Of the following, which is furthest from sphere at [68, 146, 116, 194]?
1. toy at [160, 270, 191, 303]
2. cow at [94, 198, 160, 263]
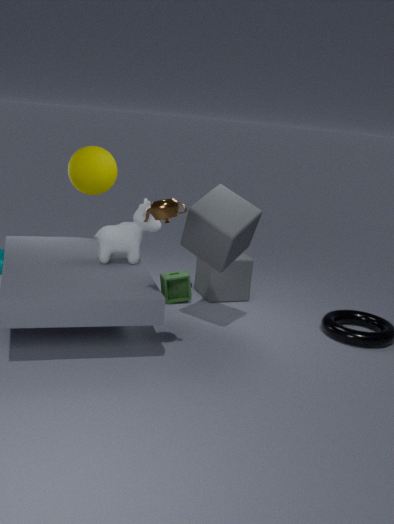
toy at [160, 270, 191, 303]
